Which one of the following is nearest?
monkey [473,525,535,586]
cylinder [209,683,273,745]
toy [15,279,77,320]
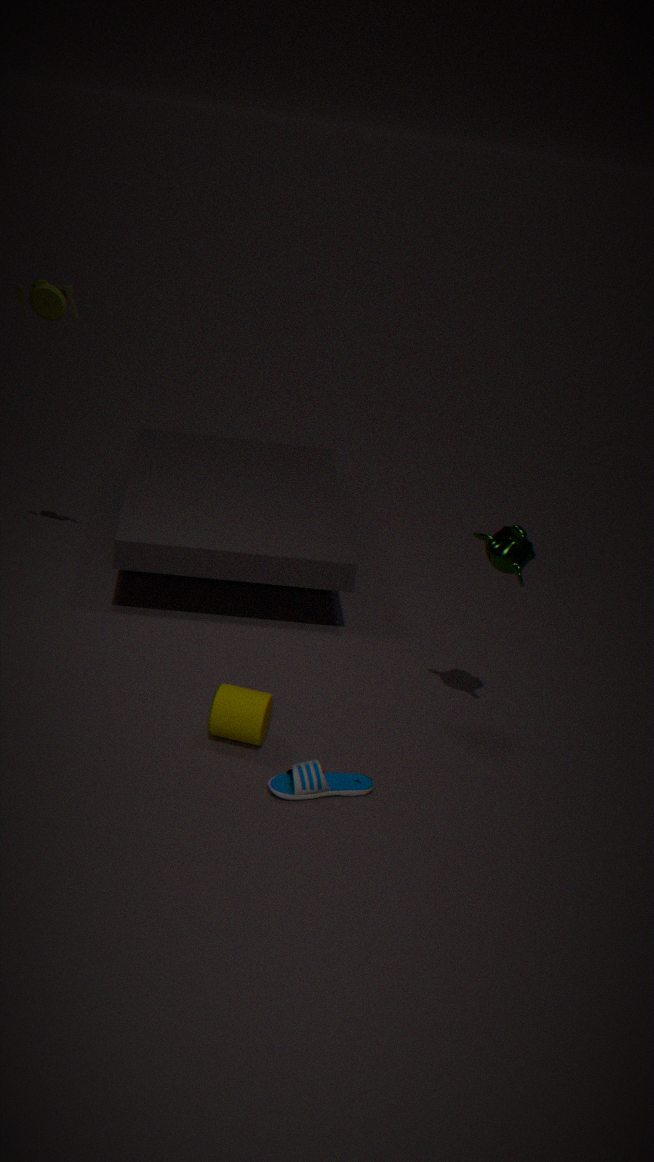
cylinder [209,683,273,745]
